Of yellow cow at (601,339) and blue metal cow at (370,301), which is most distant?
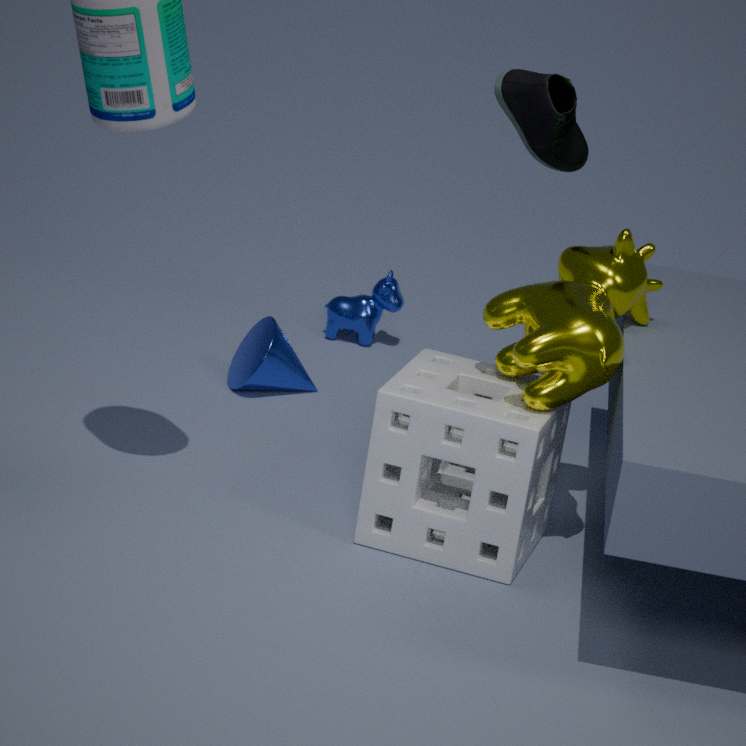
blue metal cow at (370,301)
